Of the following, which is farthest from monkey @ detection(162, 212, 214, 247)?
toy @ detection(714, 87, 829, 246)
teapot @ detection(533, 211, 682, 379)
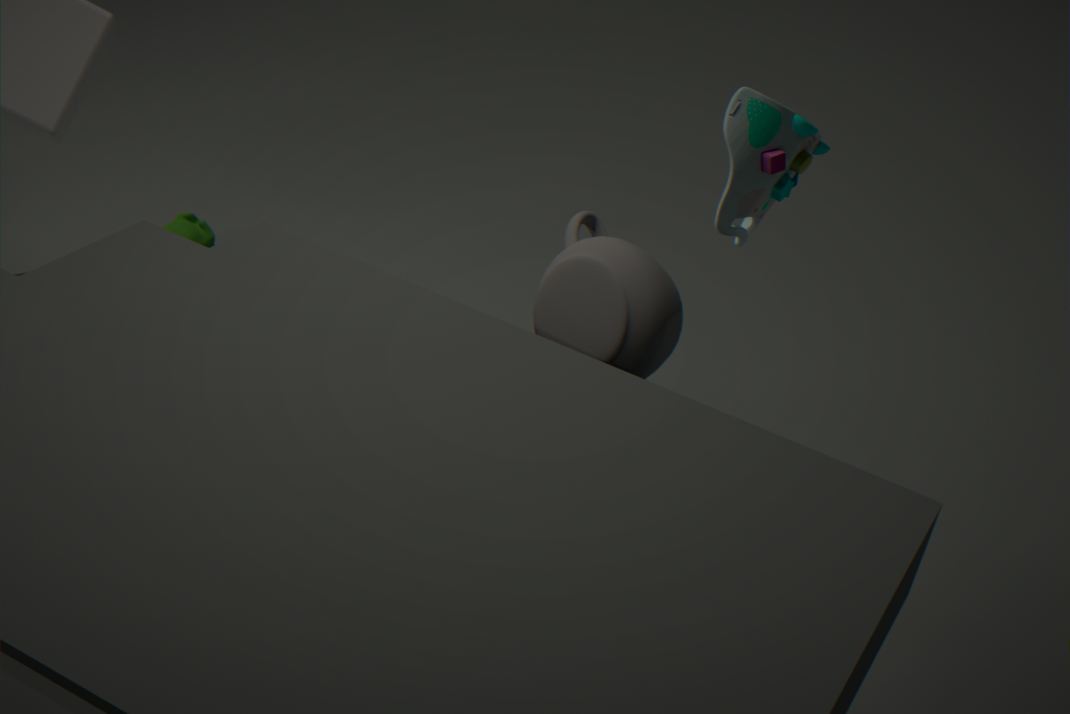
toy @ detection(714, 87, 829, 246)
